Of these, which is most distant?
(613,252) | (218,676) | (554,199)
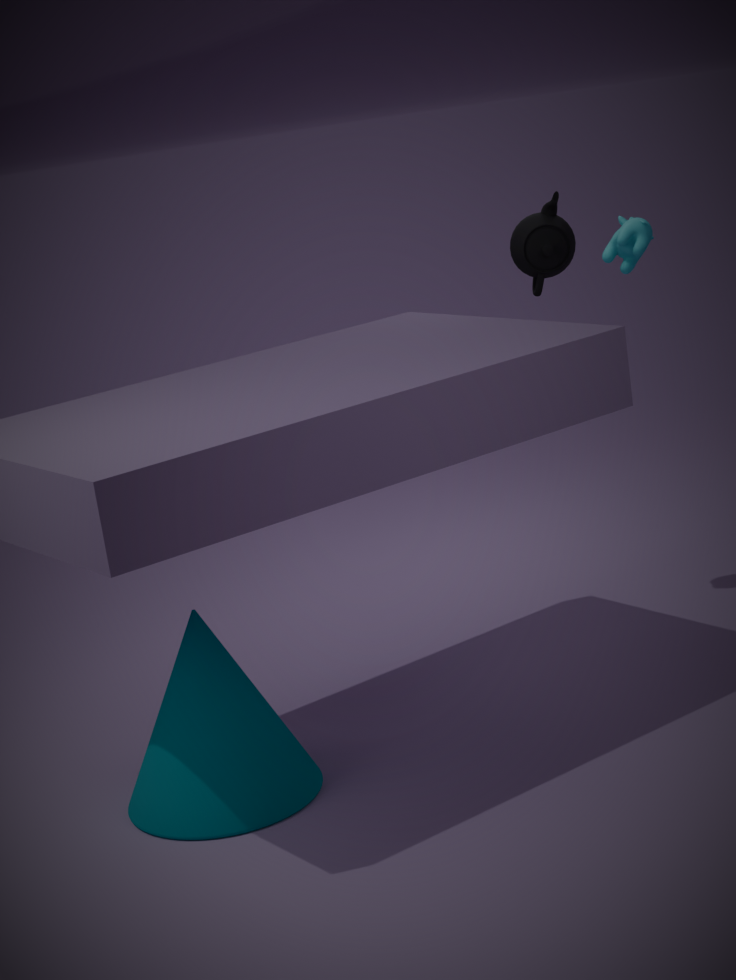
(613,252)
